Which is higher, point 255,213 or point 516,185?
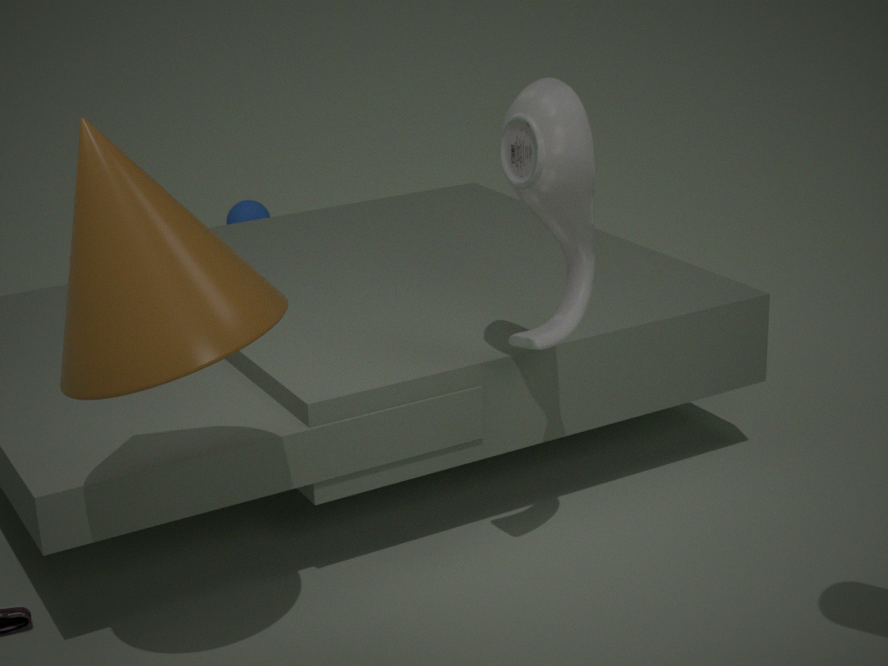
point 516,185
